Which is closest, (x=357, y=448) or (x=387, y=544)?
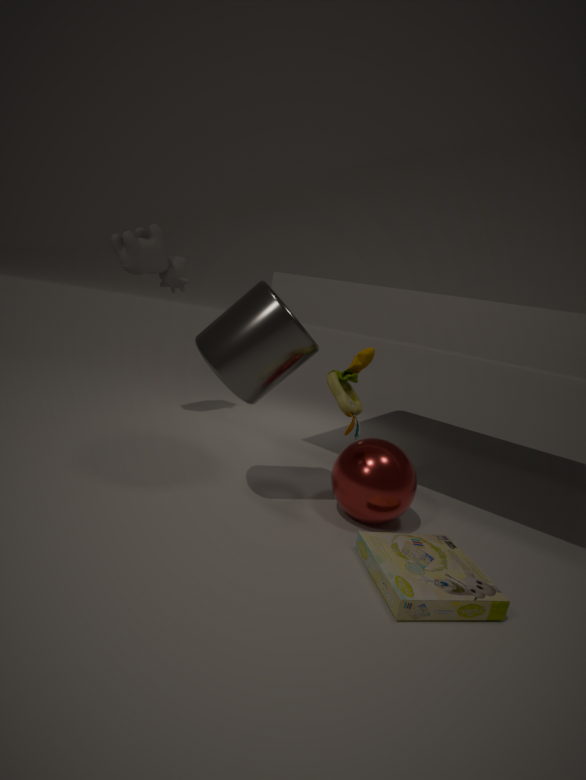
(x=387, y=544)
